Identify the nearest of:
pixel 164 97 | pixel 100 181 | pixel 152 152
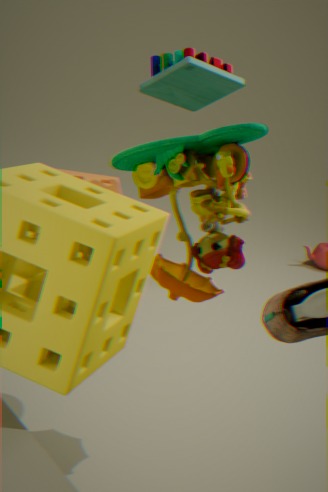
pixel 152 152
